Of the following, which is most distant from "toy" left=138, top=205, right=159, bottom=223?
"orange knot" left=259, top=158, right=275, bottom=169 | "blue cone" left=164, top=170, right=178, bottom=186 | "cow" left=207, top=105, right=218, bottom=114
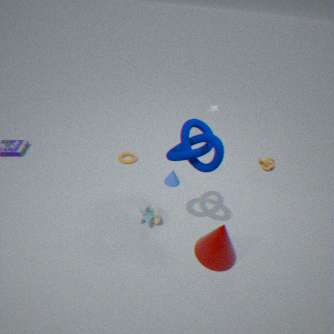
"orange knot" left=259, top=158, right=275, bottom=169
